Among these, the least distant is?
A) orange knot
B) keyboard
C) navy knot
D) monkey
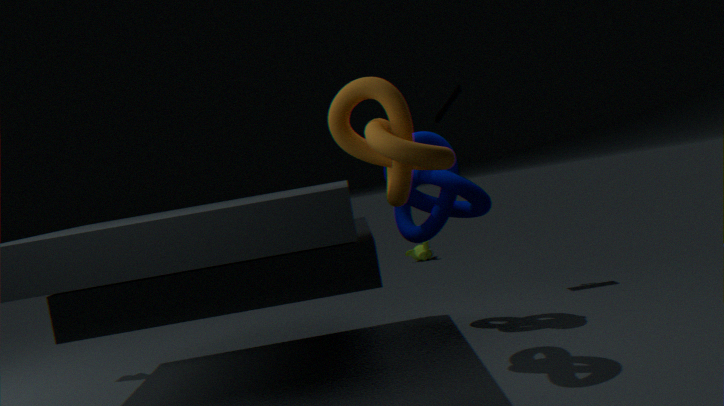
orange knot
